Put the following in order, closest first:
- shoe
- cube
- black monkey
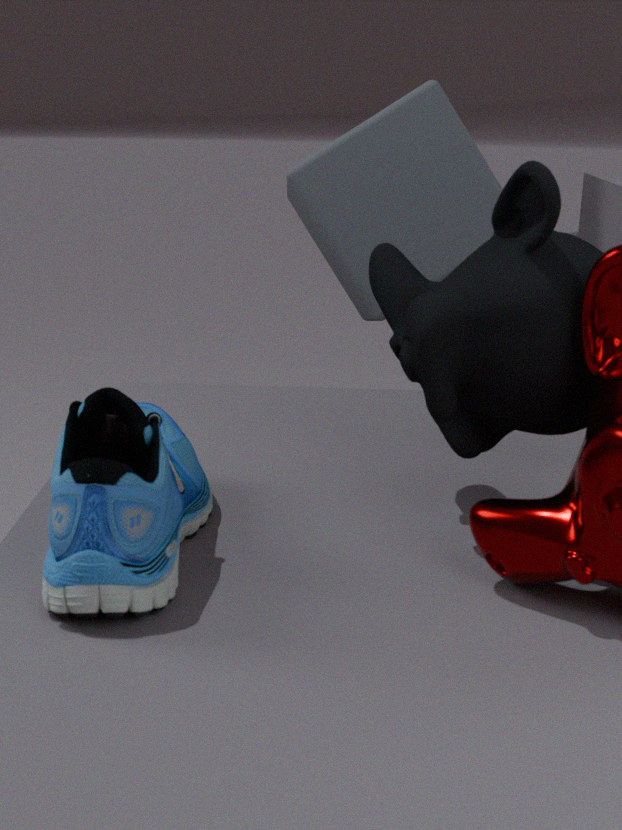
1. shoe
2. black monkey
3. cube
